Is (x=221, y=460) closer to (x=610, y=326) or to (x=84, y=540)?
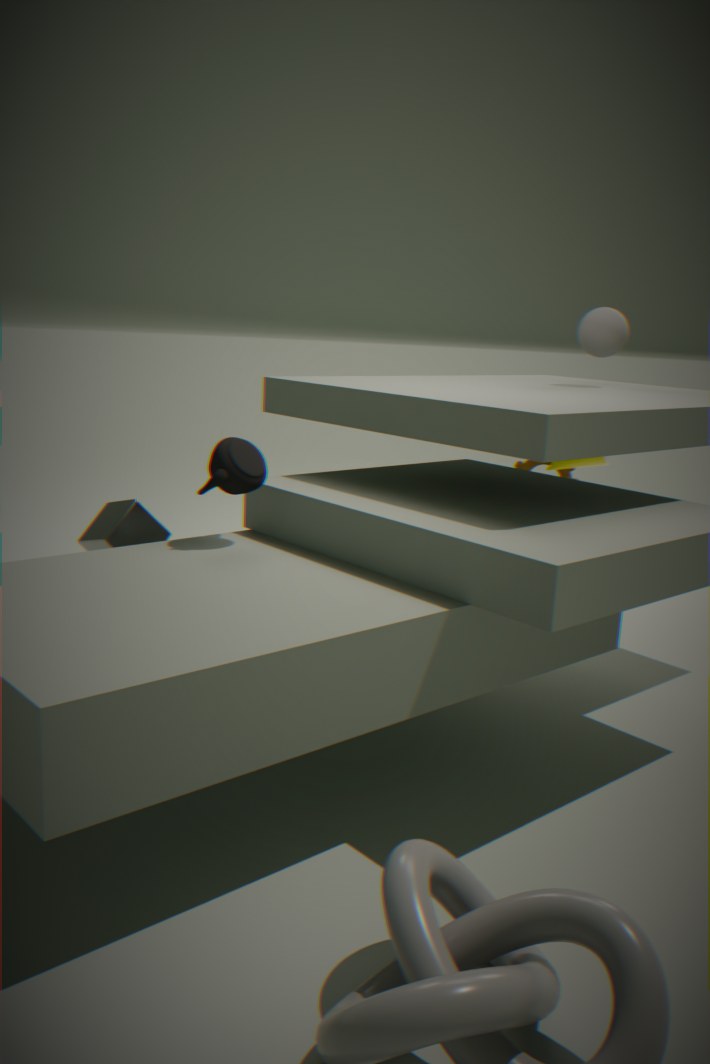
(x=84, y=540)
